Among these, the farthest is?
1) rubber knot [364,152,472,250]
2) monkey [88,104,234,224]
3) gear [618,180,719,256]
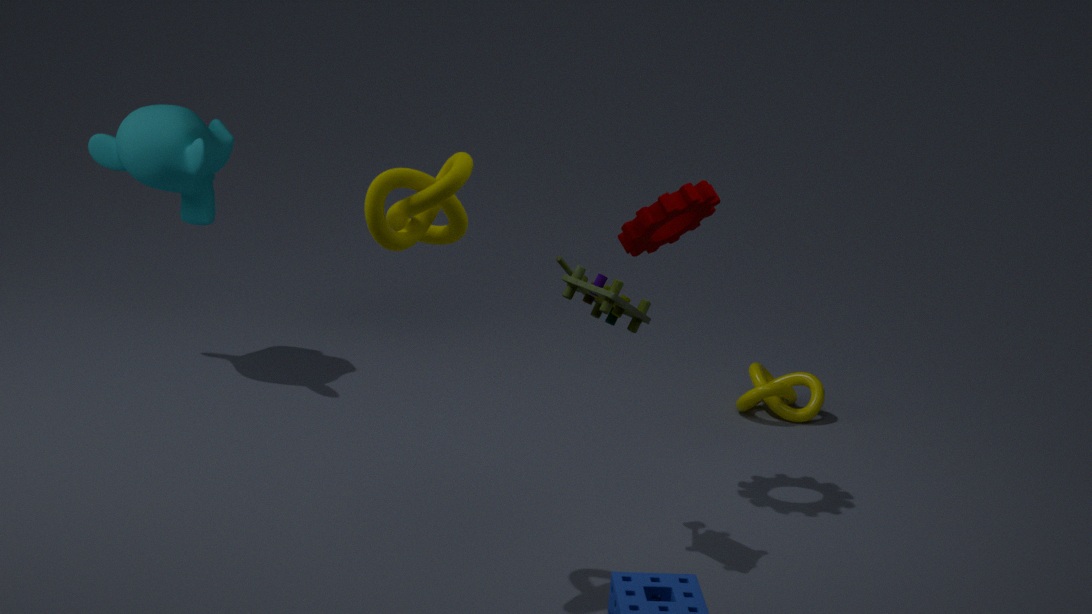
2. monkey [88,104,234,224]
